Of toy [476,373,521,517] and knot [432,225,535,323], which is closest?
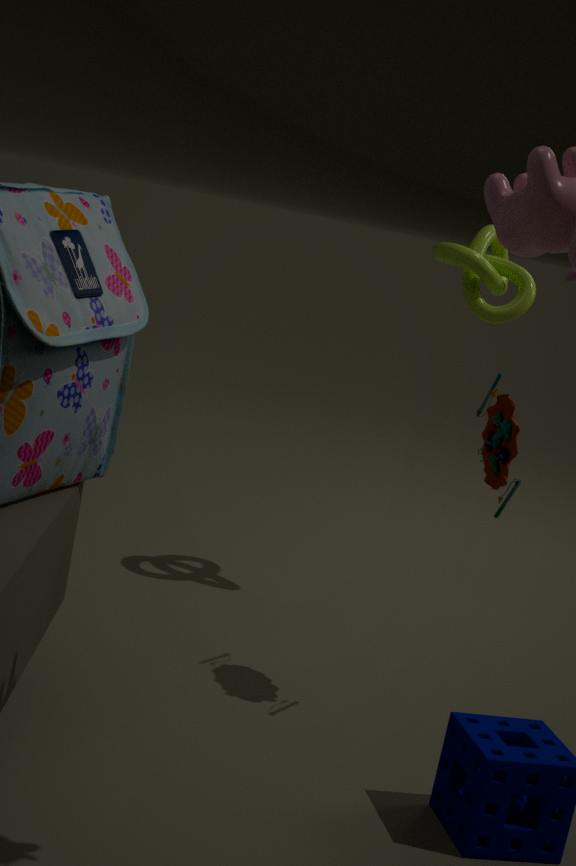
toy [476,373,521,517]
